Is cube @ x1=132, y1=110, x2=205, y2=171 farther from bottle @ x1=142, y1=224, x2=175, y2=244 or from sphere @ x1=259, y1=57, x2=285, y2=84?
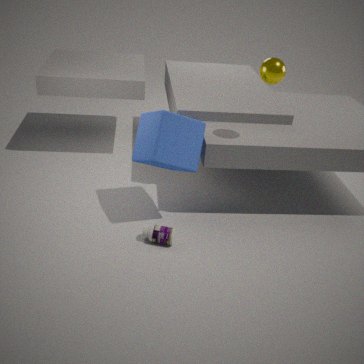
sphere @ x1=259, y1=57, x2=285, y2=84
